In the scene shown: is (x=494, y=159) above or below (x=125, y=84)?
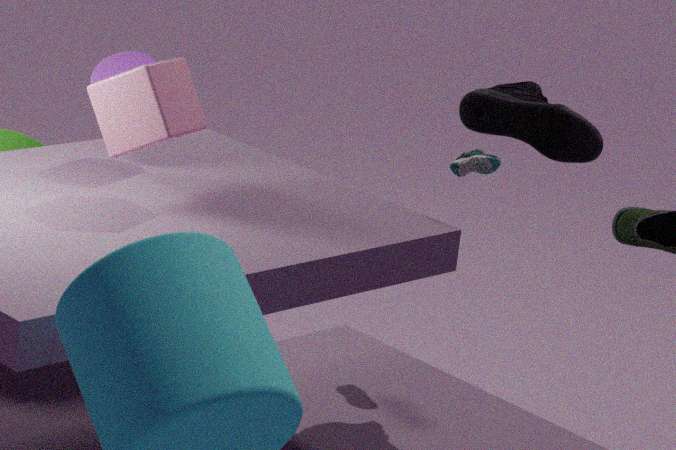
below
